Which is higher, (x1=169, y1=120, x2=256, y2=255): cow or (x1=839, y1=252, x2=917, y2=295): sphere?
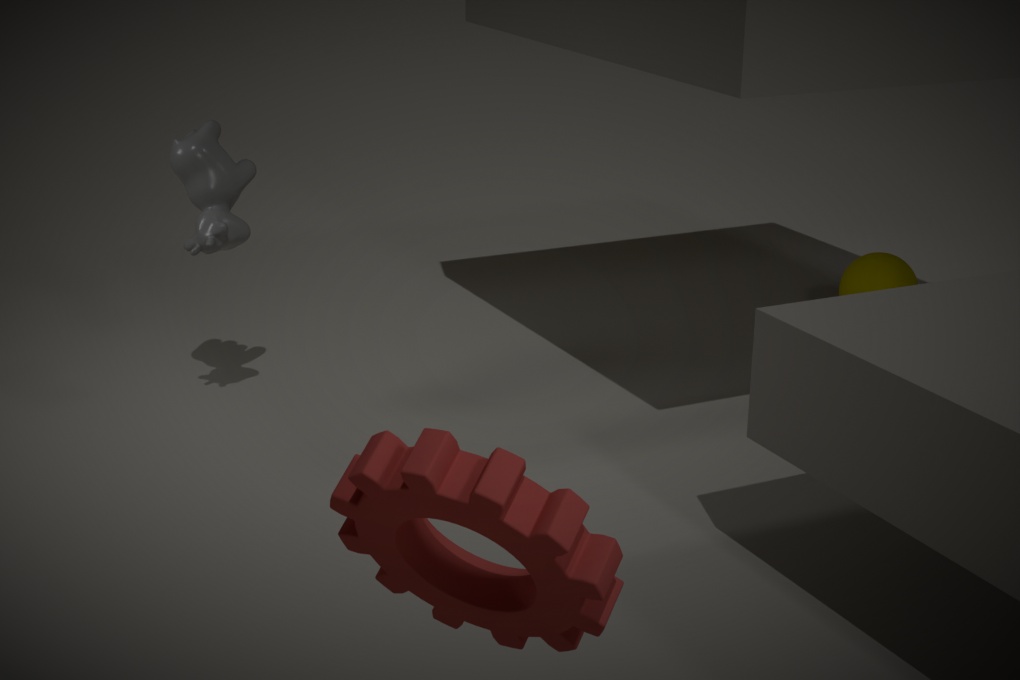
(x1=169, y1=120, x2=256, y2=255): cow
